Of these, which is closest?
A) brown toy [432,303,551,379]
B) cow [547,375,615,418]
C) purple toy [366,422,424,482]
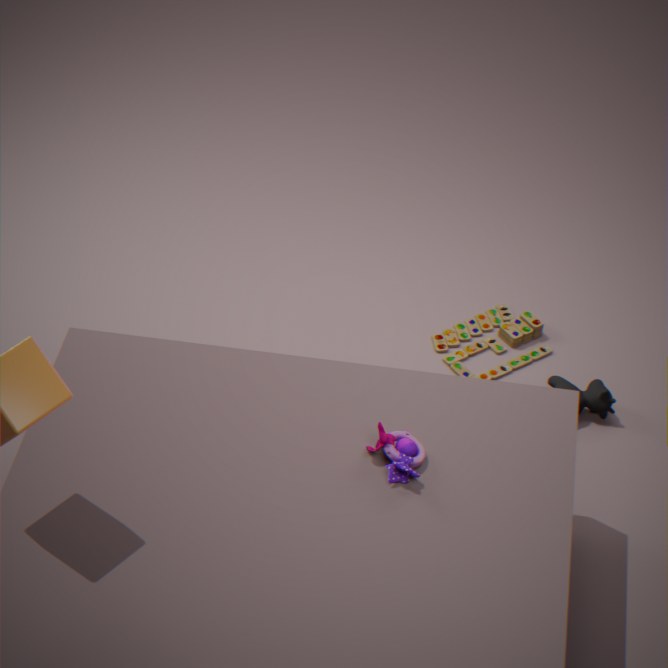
purple toy [366,422,424,482]
